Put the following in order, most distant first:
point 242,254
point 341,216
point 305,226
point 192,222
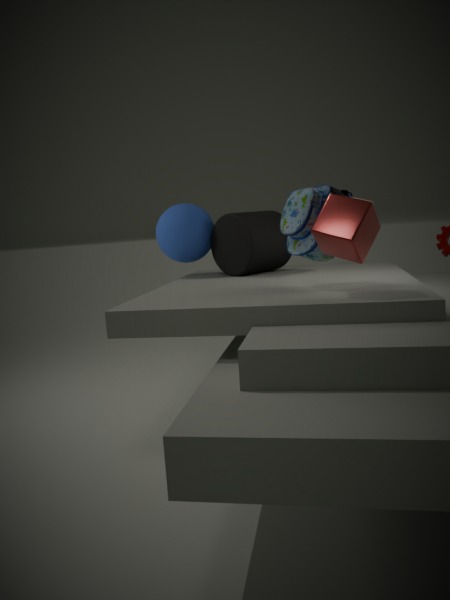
point 192,222 → point 242,254 → point 305,226 → point 341,216
